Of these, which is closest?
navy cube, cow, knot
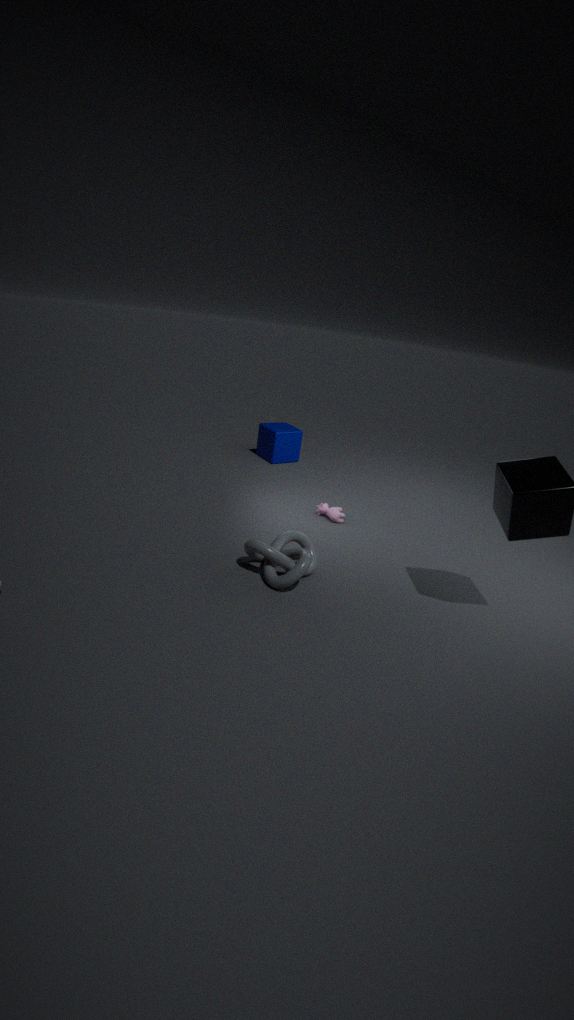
knot
